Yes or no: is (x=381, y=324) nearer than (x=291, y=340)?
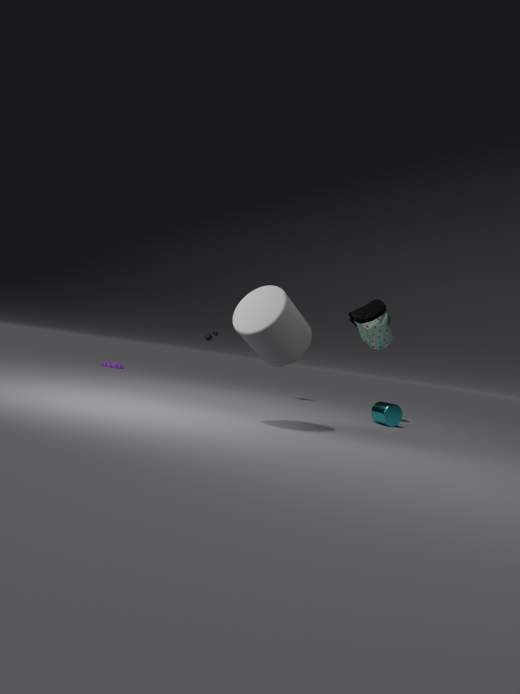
No
